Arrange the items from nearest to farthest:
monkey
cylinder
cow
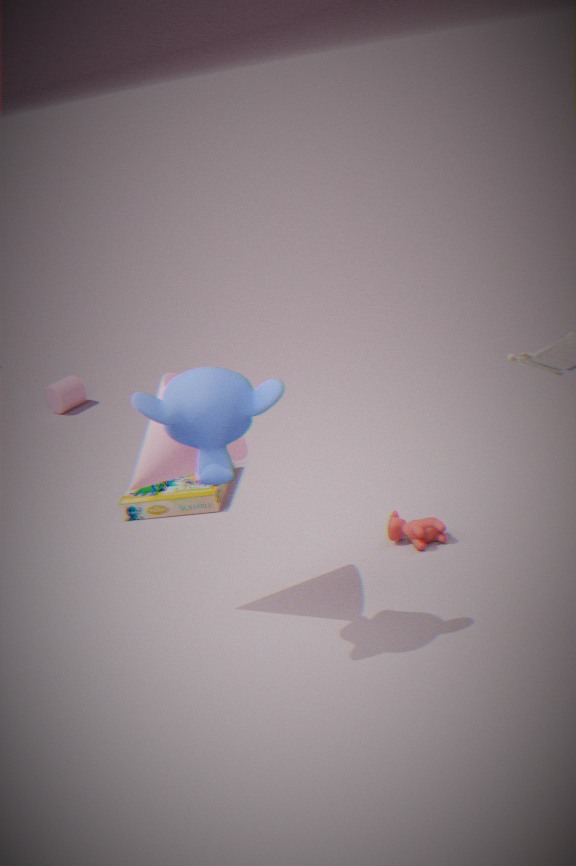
monkey < cow < cylinder
